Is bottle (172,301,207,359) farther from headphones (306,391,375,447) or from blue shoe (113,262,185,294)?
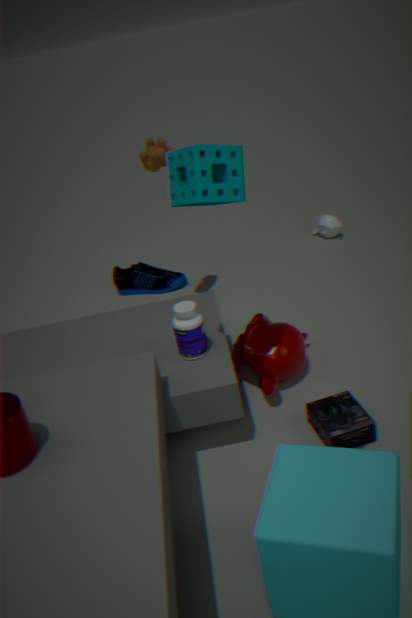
blue shoe (113,262,185,294)
